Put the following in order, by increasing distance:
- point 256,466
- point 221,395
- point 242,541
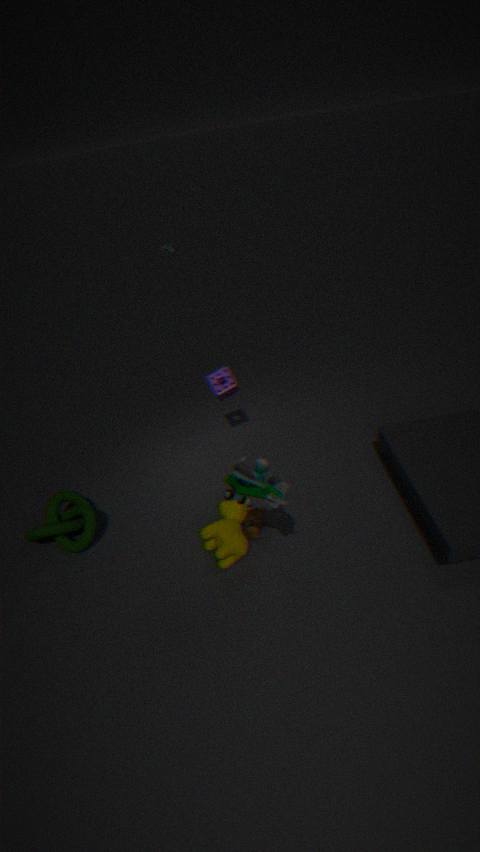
point 256,466 → point 242,541 → point 221,395
